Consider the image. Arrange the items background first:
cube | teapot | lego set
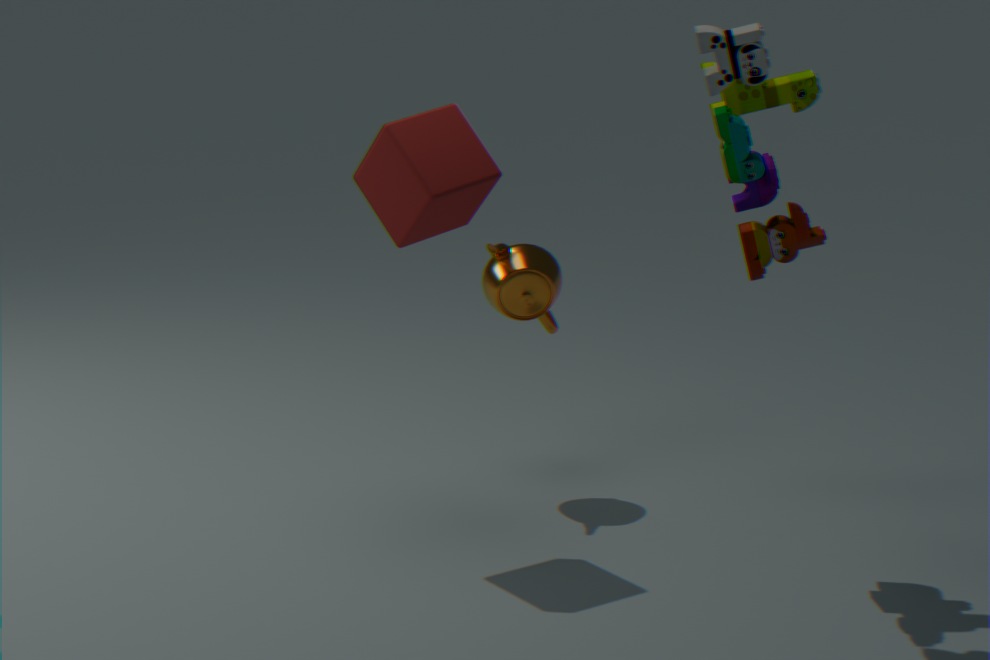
teapot < cube < lego set
